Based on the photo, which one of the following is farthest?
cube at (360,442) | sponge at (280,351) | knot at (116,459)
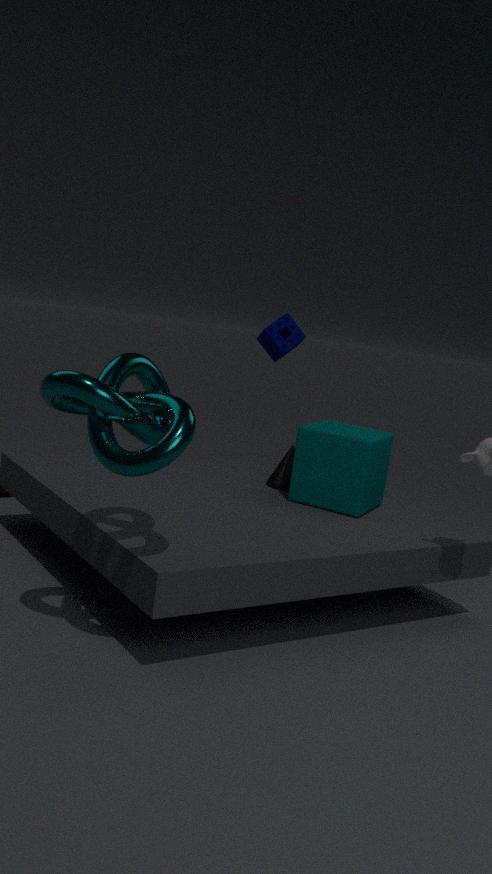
sponge at (280,351)
